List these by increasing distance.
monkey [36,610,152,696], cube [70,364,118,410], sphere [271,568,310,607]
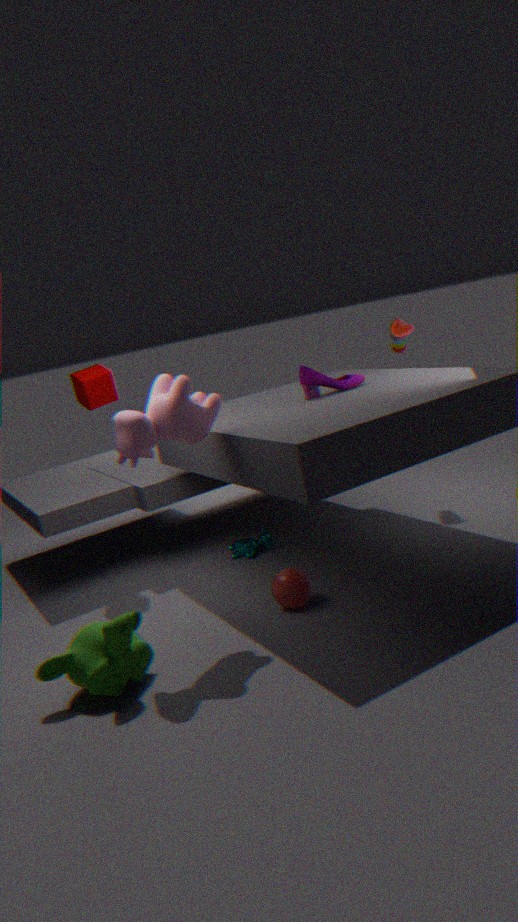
monkey [36,610,152,696] → sphere [271,568,310,607] → cube [70,364,118,410]
